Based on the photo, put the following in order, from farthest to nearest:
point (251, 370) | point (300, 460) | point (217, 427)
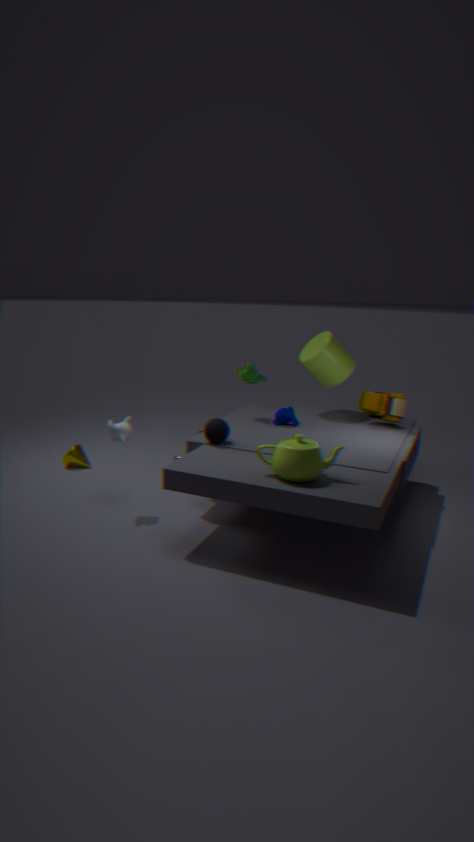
1. point (251, 370)
2. point (217, 427)
3. point (300, 460)
